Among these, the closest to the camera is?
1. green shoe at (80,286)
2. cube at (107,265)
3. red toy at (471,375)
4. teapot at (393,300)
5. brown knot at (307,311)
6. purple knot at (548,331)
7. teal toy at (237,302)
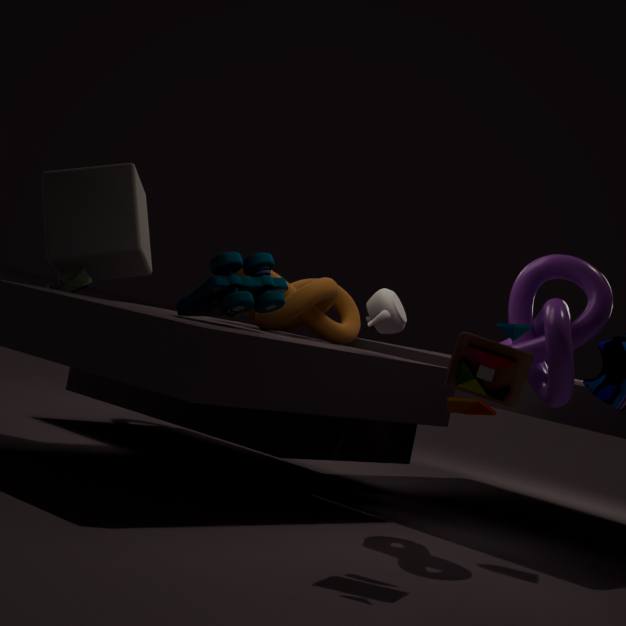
red toy at (471,375)
